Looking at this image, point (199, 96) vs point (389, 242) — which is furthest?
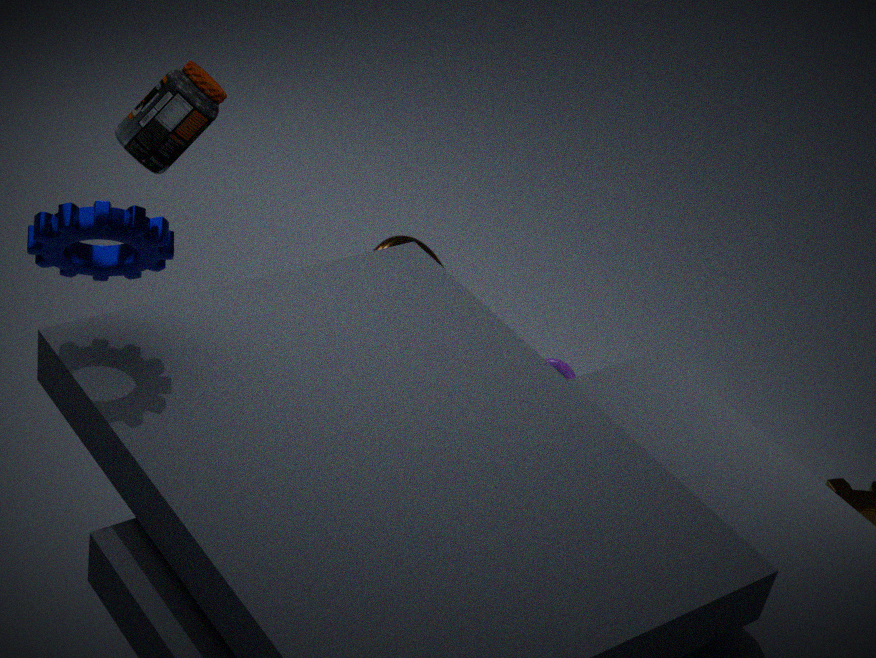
point (389, 242)
